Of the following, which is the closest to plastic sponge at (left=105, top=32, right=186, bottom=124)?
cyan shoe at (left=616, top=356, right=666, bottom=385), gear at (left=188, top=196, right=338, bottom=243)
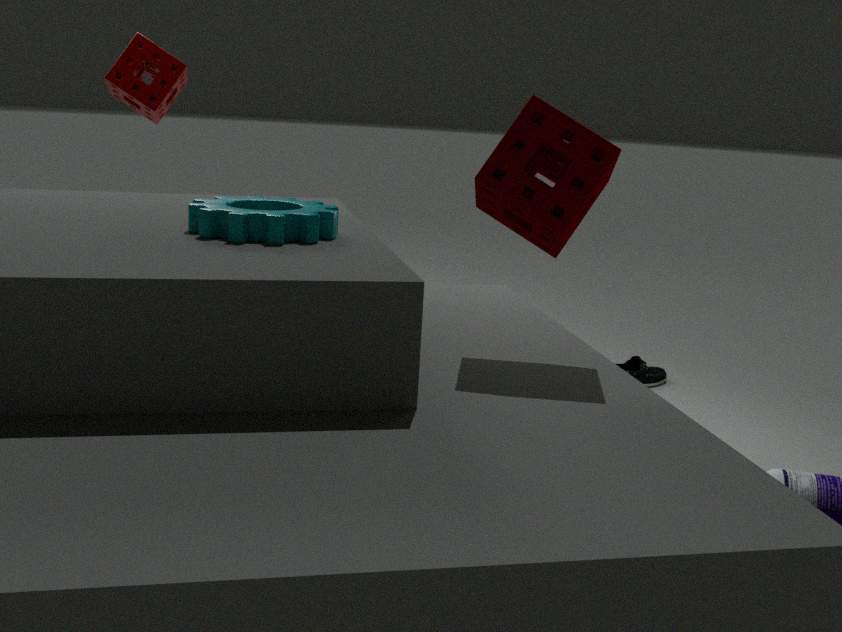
gear at (left=188, top=196, right=338, bottom=243)
